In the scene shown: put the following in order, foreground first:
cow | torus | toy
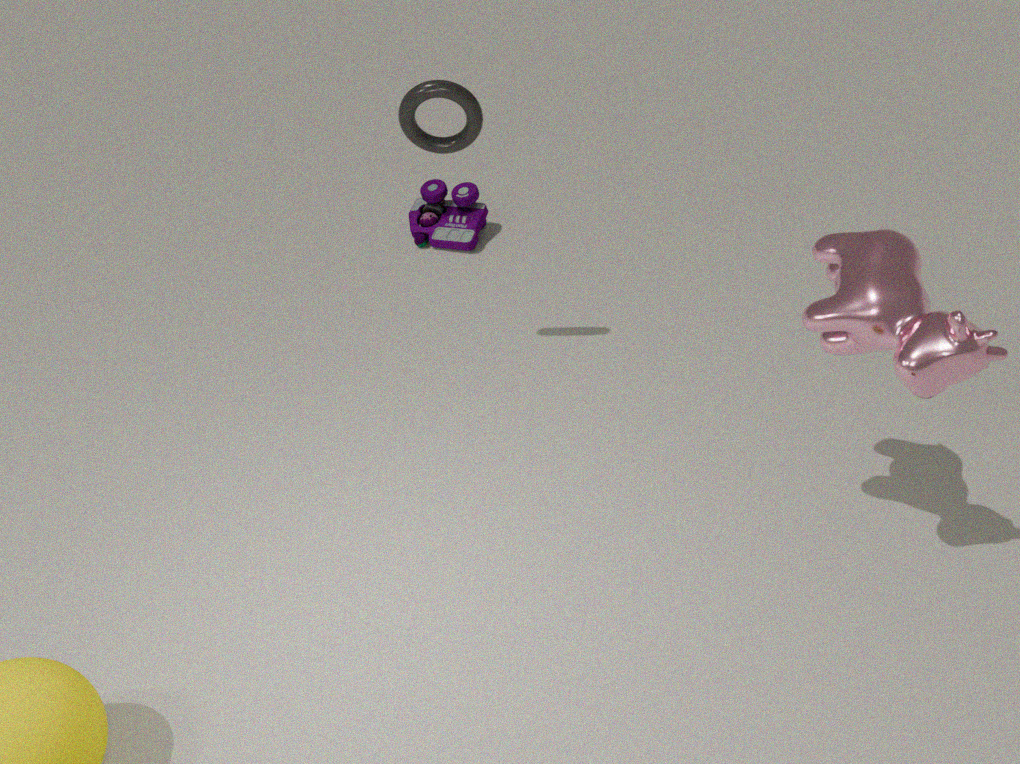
cow → torus → toy
